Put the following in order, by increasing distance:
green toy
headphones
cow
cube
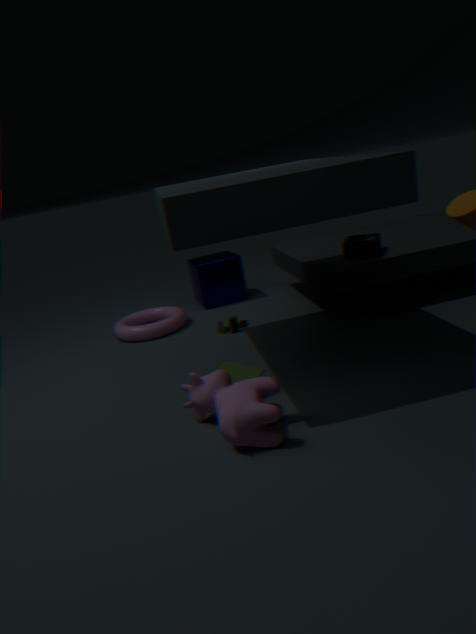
1. cow
2. green toy
3. headphones
4. cube
